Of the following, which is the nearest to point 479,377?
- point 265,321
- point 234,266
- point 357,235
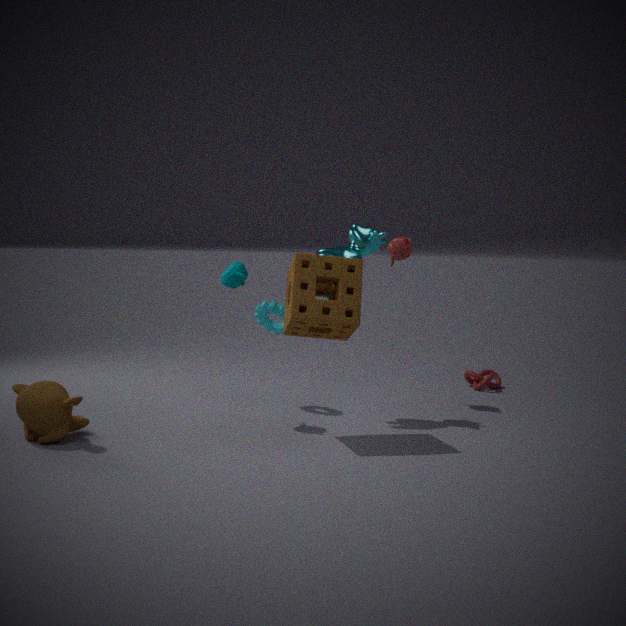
point 357,235
